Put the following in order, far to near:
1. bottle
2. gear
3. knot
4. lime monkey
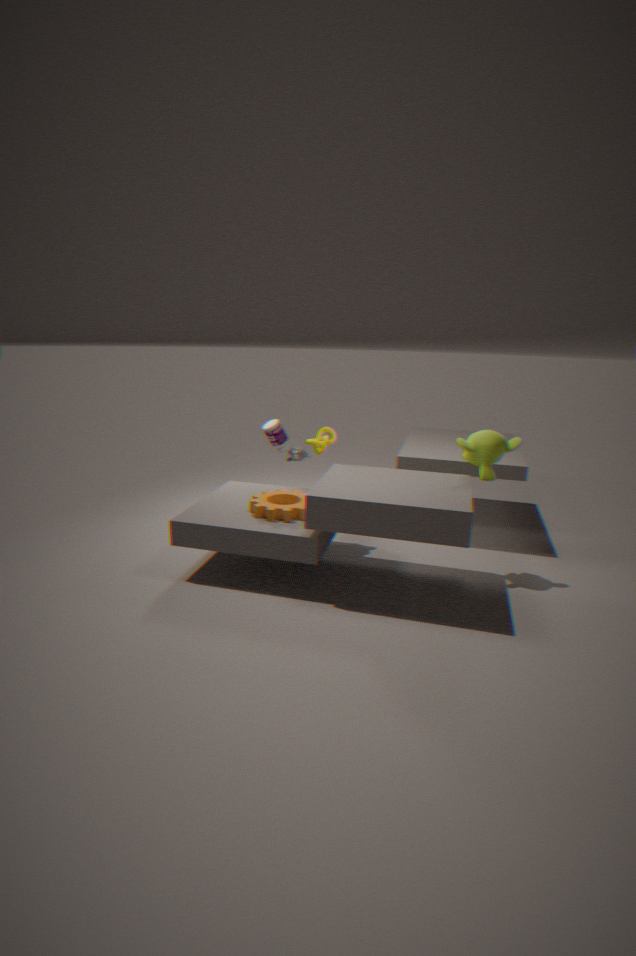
bottle < knot < gear < lime monkey
